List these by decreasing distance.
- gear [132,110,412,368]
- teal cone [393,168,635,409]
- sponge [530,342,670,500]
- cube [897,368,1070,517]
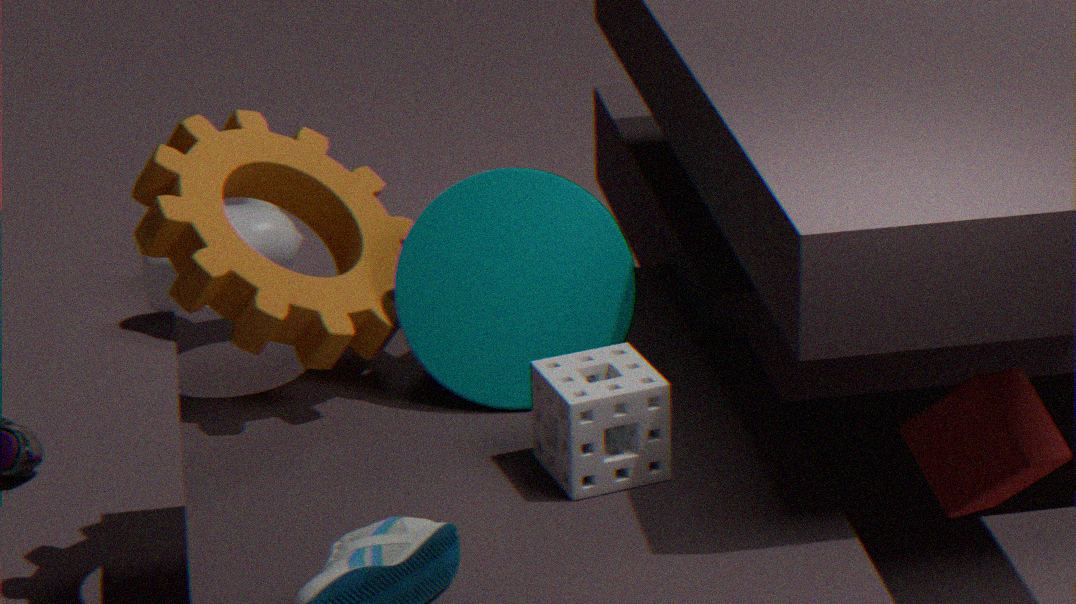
teal cone [393,168,635,409] < gear [132,110,412,368] < cube [897,368,1070,517] < sponge [530,342,670,500]
